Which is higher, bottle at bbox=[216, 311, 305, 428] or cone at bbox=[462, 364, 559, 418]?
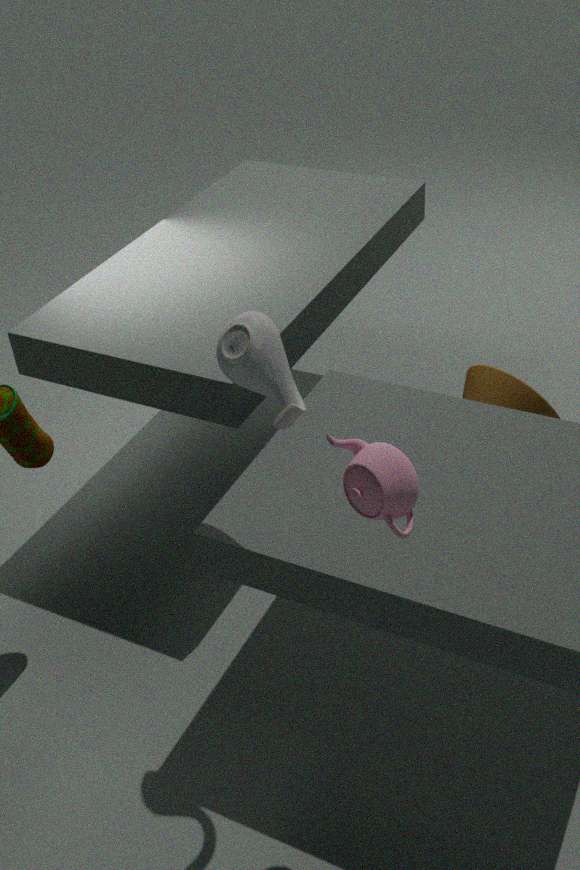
bottle at bbox=[216, 311, 305, 428]
